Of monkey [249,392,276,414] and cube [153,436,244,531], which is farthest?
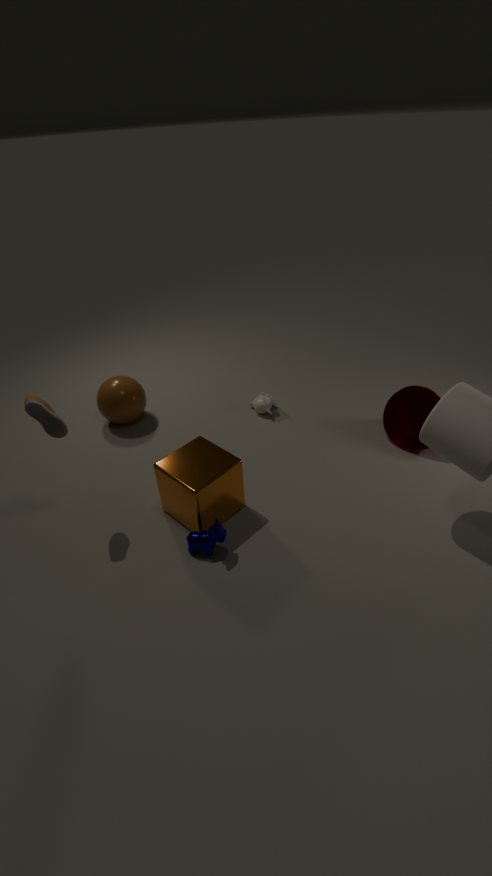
monkey [249,392,276,414]
